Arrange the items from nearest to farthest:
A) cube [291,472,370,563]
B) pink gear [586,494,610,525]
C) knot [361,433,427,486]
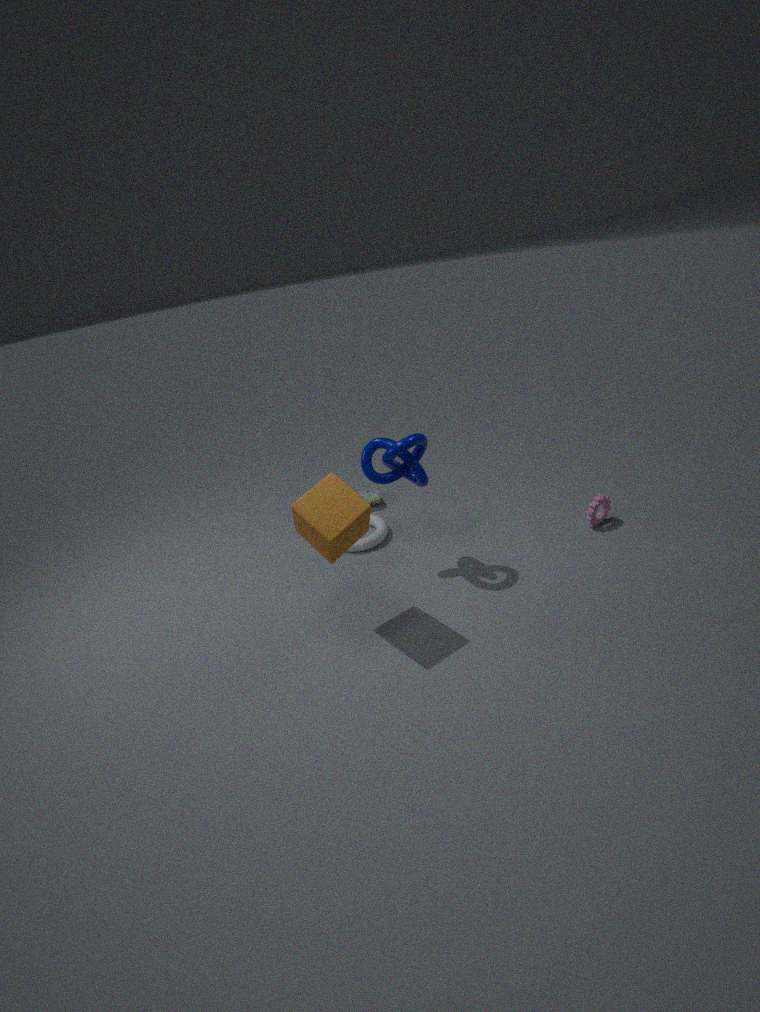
cube [291,472,370,563] → knot [361,433,427,486] → pink gear [586,494,610,525]
